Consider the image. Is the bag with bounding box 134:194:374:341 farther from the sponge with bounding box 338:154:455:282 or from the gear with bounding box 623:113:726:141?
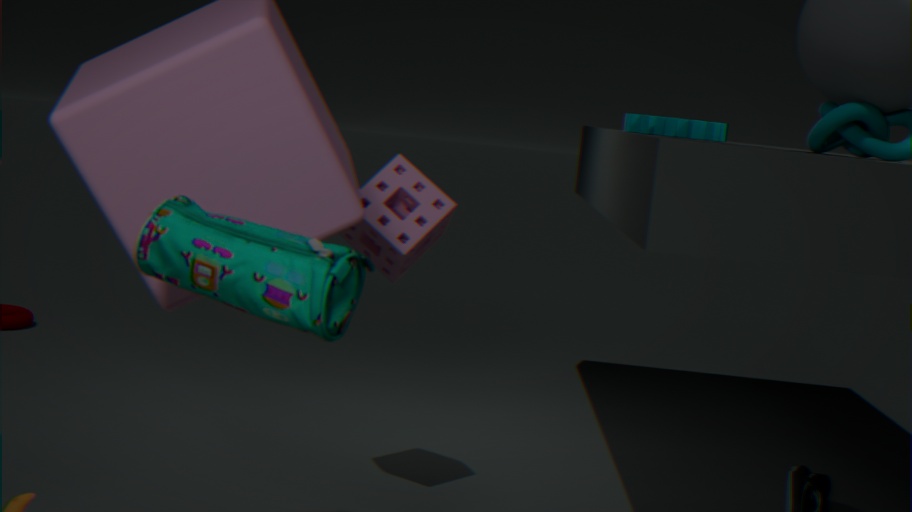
the gear with bounding box 623:113:726:141
